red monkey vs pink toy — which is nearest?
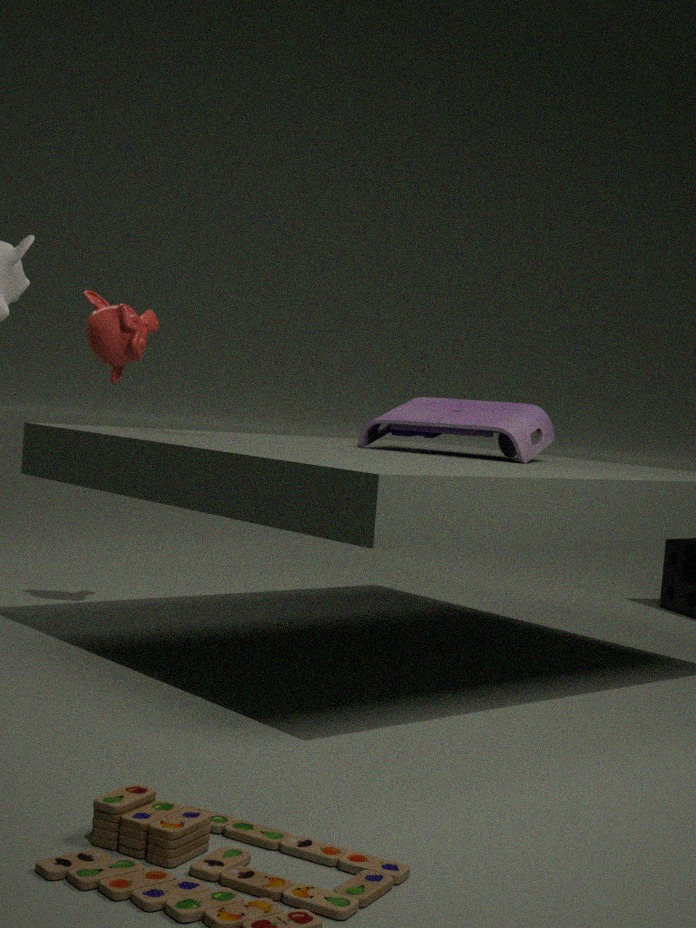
pink toy
